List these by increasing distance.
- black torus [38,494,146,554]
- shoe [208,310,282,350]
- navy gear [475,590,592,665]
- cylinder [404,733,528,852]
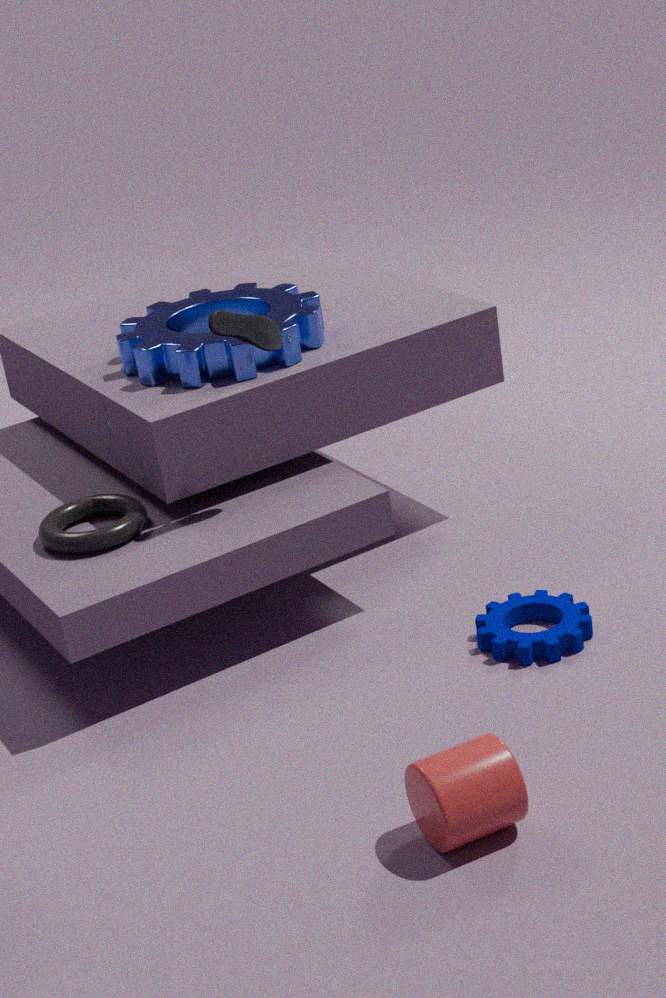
1. cylinder [404,733,528,852]
2. navy gear [475,590,592,665]
3. shoe [208,310,282,350]
4. black torus [38,494,146,554]
